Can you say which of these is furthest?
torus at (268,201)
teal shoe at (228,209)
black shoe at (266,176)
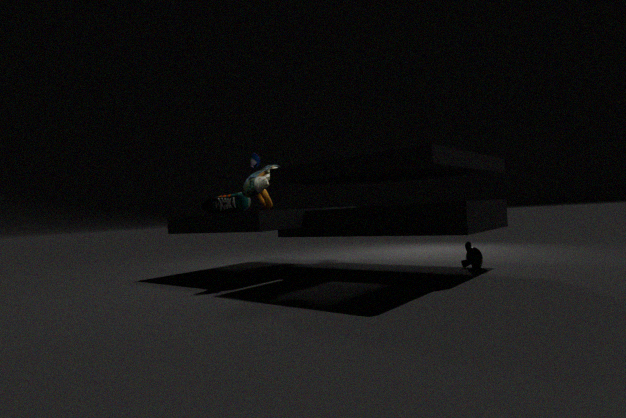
teal shoe at (228,209)
